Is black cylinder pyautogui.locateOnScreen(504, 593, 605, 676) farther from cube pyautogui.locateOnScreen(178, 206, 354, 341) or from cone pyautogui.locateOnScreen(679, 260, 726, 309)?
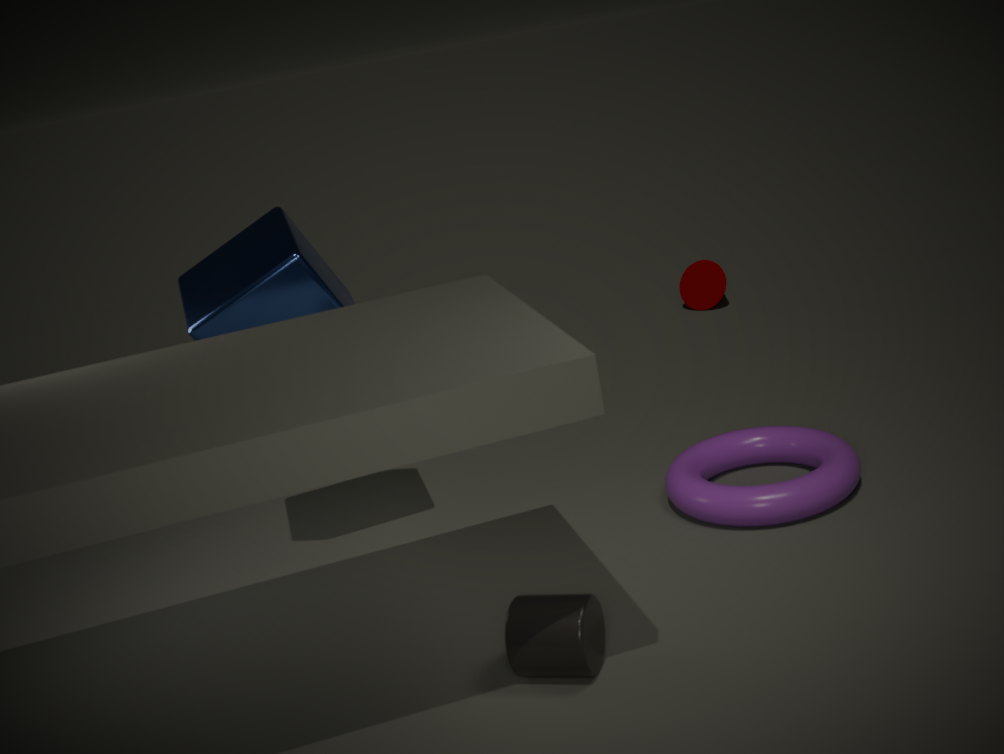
cone pyautogui.locateOnScreen(679, 260, 726, 309)
